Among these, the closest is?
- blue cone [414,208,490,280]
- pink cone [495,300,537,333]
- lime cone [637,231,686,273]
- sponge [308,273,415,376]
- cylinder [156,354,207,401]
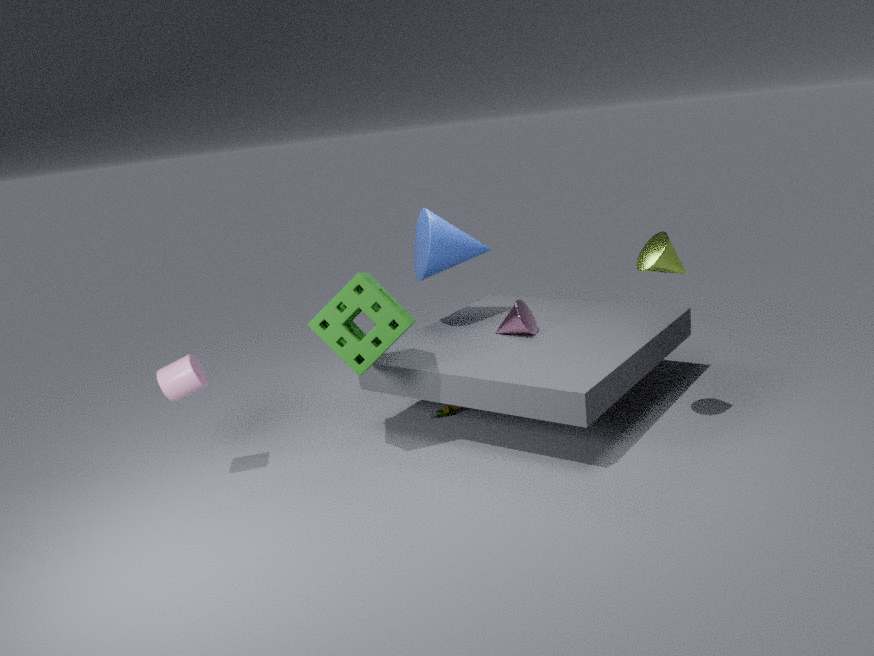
lime cone [637,231,686,273]
